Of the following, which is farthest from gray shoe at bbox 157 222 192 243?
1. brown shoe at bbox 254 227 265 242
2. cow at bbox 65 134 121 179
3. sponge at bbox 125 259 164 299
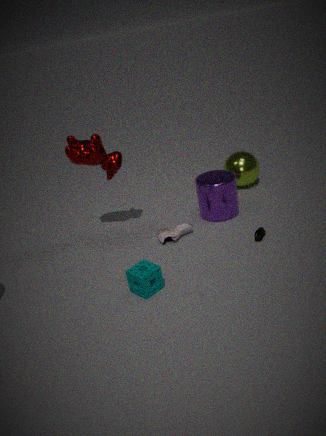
cow at bbox 65 134 121 179
